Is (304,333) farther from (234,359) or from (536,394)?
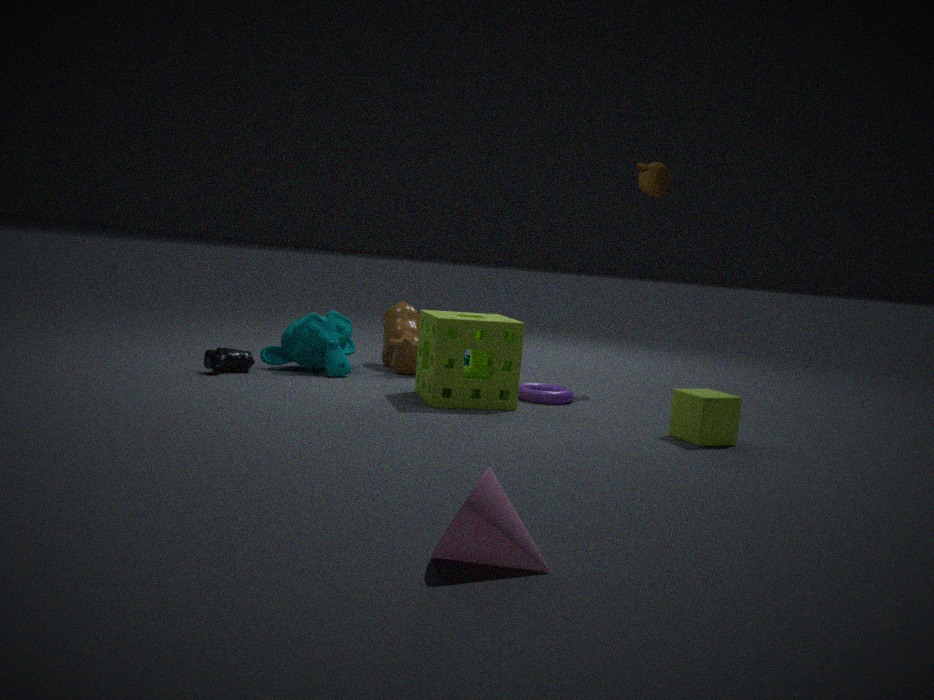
(536,394)
